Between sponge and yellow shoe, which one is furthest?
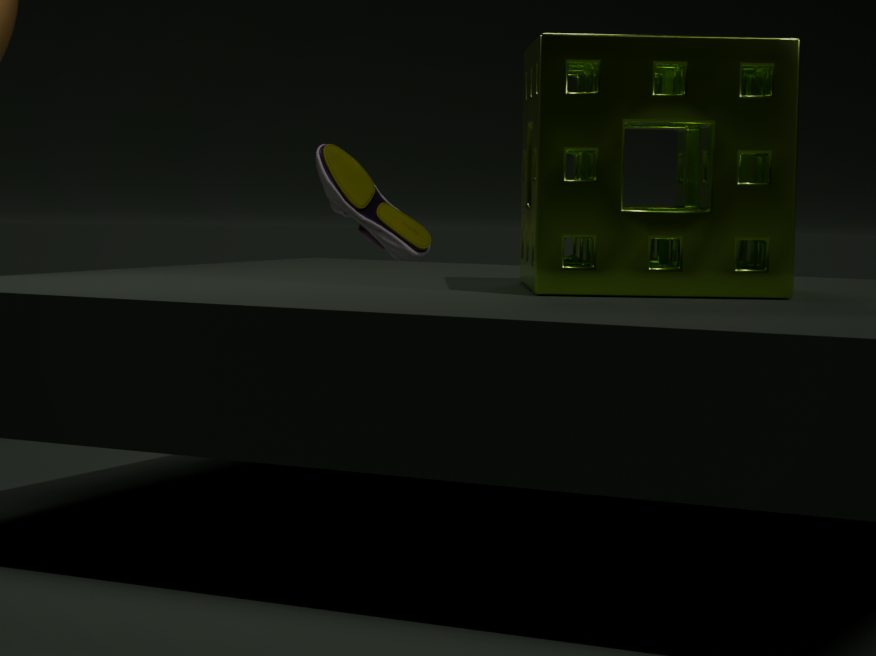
yellow shoe
